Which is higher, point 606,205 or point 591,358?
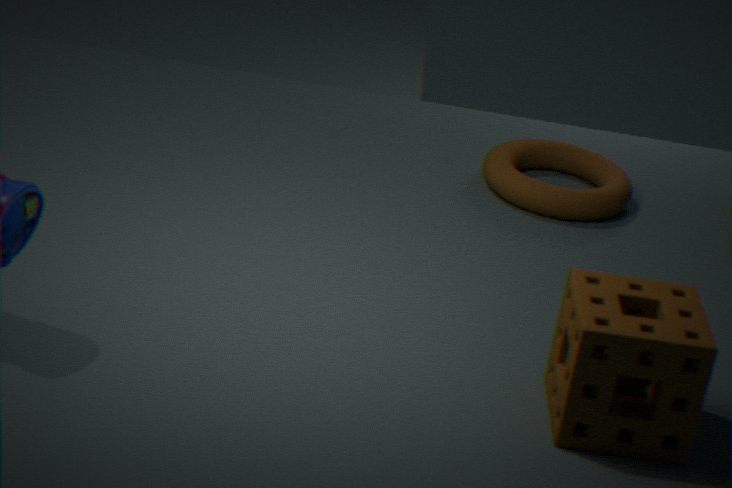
point 591,358
